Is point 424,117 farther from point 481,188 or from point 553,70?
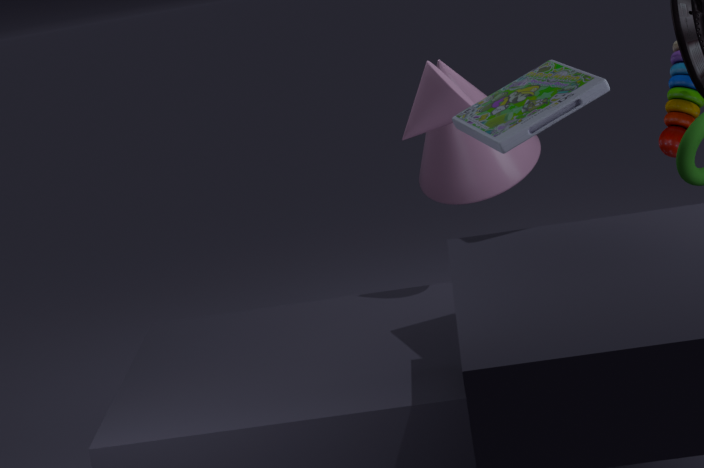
point 481,188
